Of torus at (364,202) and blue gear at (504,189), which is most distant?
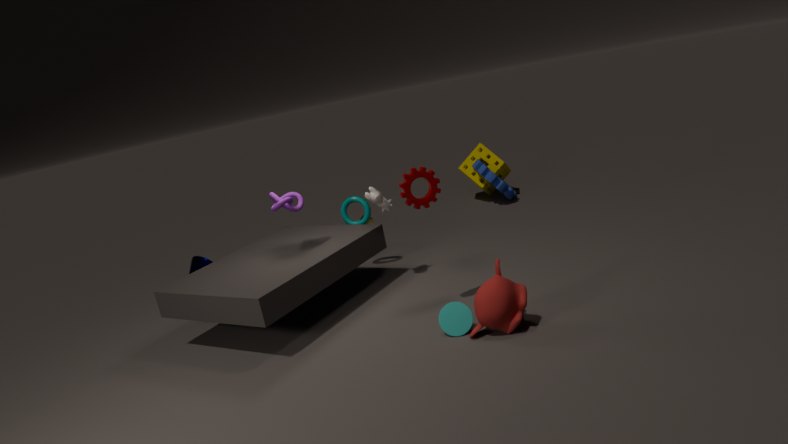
blue gear at (504,189)
